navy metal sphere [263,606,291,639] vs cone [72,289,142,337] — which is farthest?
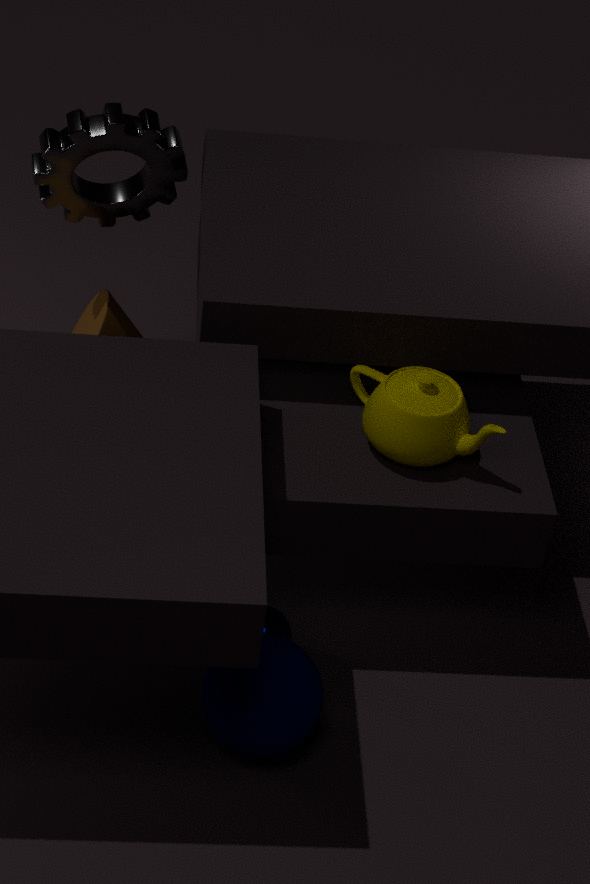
cone [72,289,142,337]
